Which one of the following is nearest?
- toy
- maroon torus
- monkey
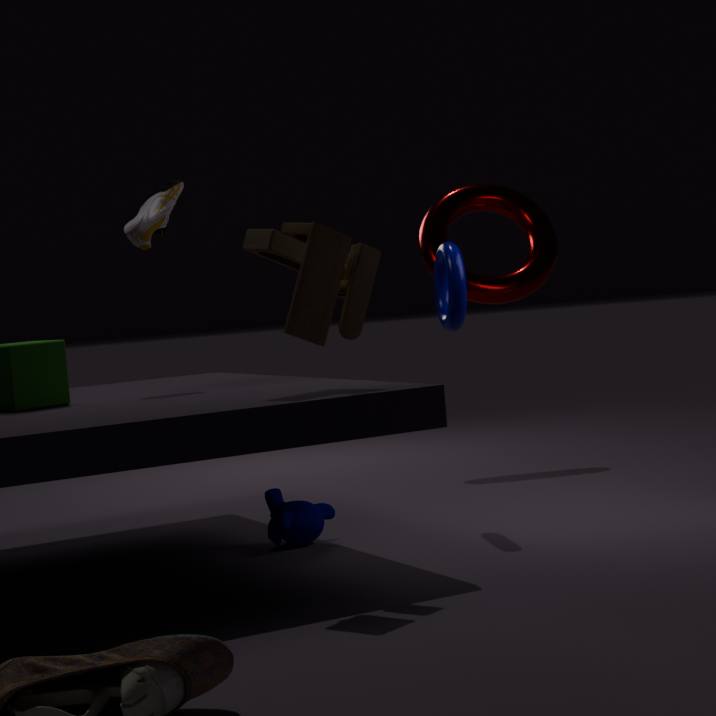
toy
